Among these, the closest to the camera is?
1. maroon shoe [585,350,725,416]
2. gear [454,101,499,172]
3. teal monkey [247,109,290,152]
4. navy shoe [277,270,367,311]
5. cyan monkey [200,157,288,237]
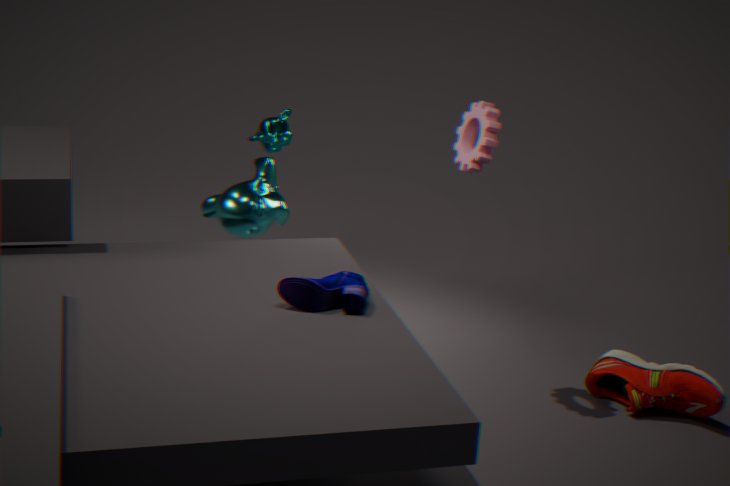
navy shoe [277,270,367,311]
